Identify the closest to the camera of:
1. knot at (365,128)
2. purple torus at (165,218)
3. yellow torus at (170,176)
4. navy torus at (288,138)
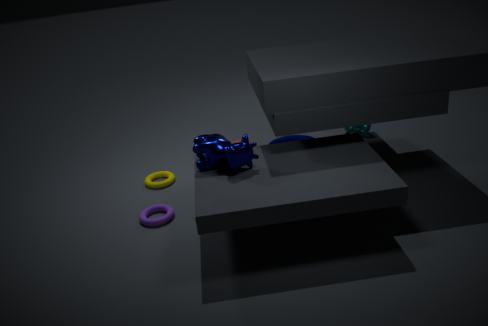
purple torus at (165,218)
